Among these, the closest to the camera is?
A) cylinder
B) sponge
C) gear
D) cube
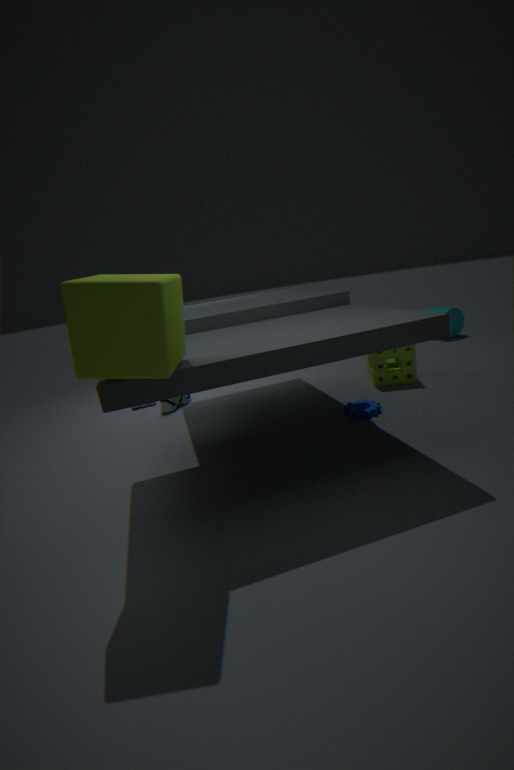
cube
